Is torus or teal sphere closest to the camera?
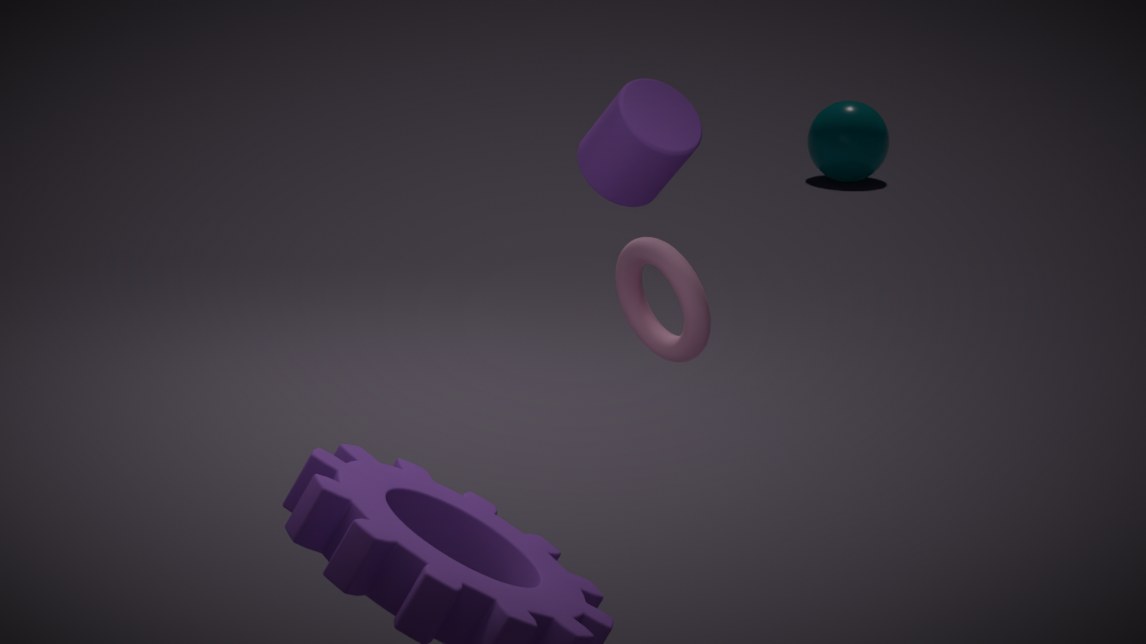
torus
